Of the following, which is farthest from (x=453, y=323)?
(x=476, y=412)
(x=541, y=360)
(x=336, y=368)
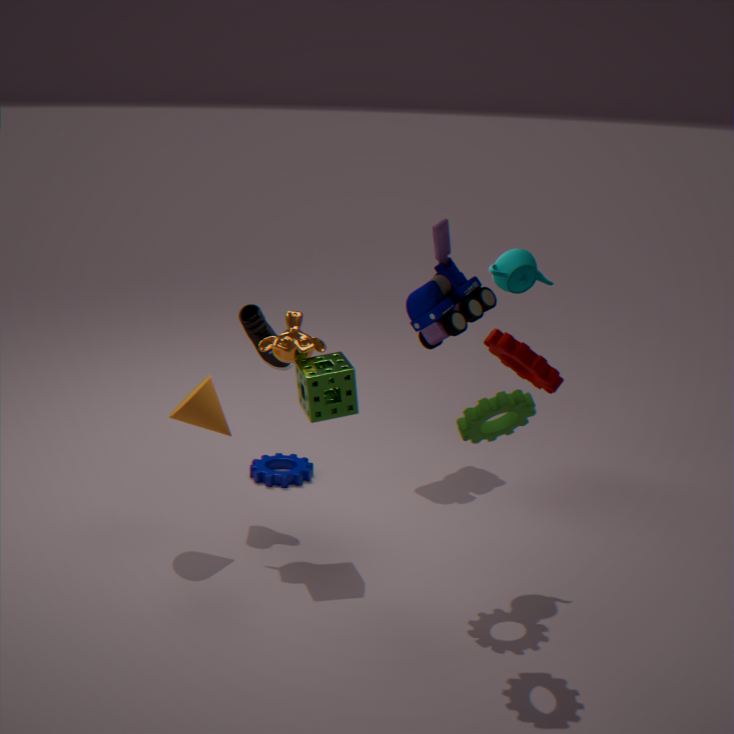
(x=541, y=360)
